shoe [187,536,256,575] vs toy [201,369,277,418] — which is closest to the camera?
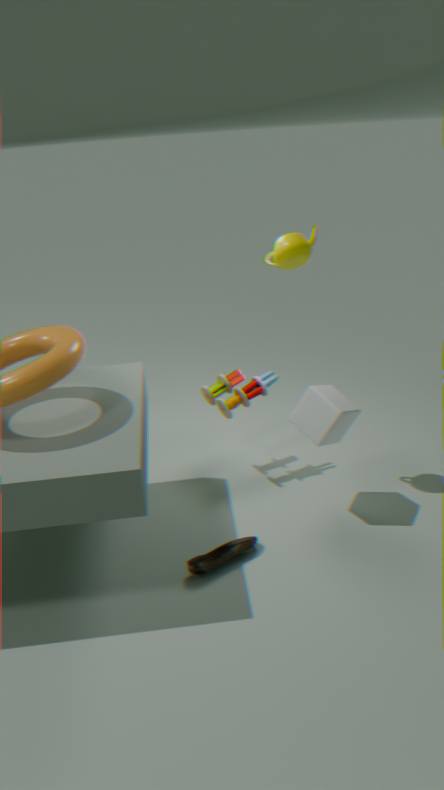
shoe [187,536,256,575]
